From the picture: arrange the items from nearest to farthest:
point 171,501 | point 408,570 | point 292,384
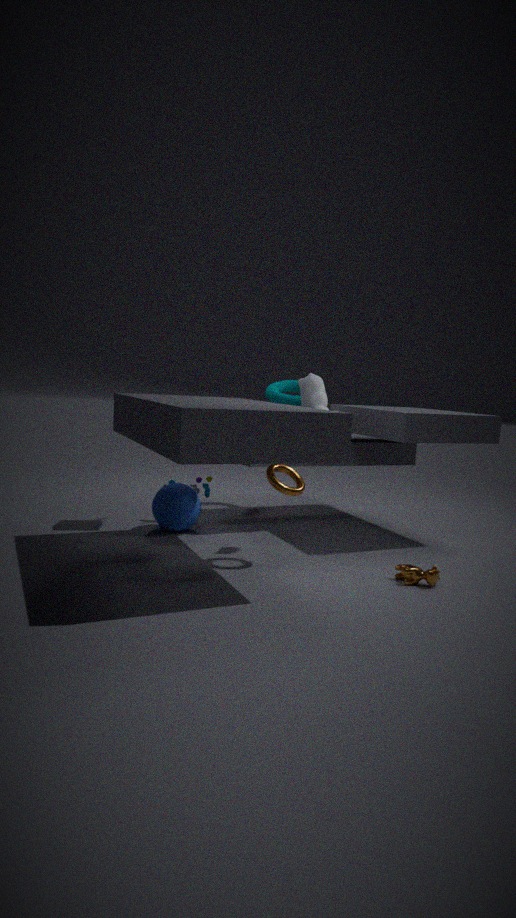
point 408,570, point 171,501, point 292,384
